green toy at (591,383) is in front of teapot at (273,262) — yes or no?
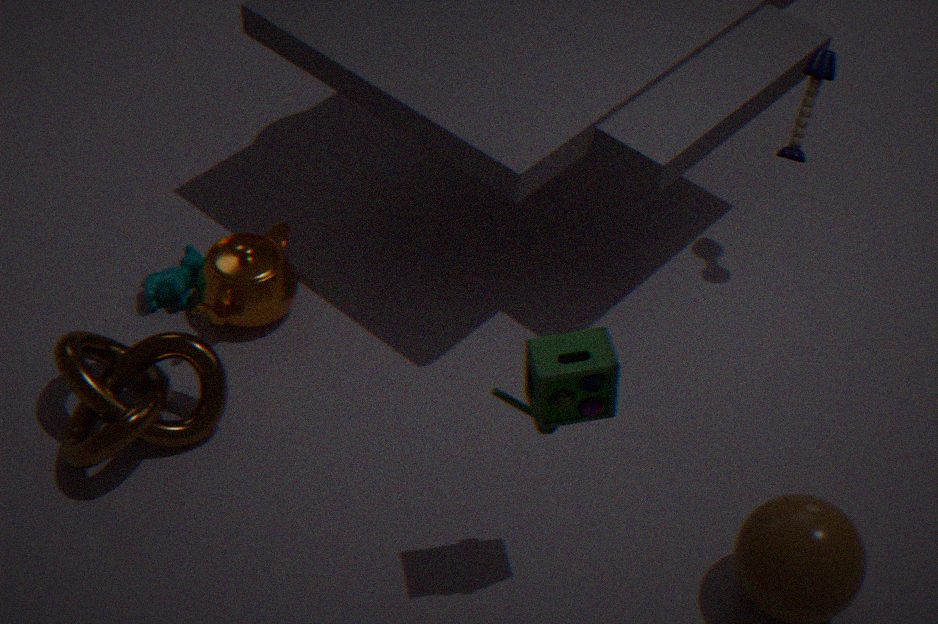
Yes
